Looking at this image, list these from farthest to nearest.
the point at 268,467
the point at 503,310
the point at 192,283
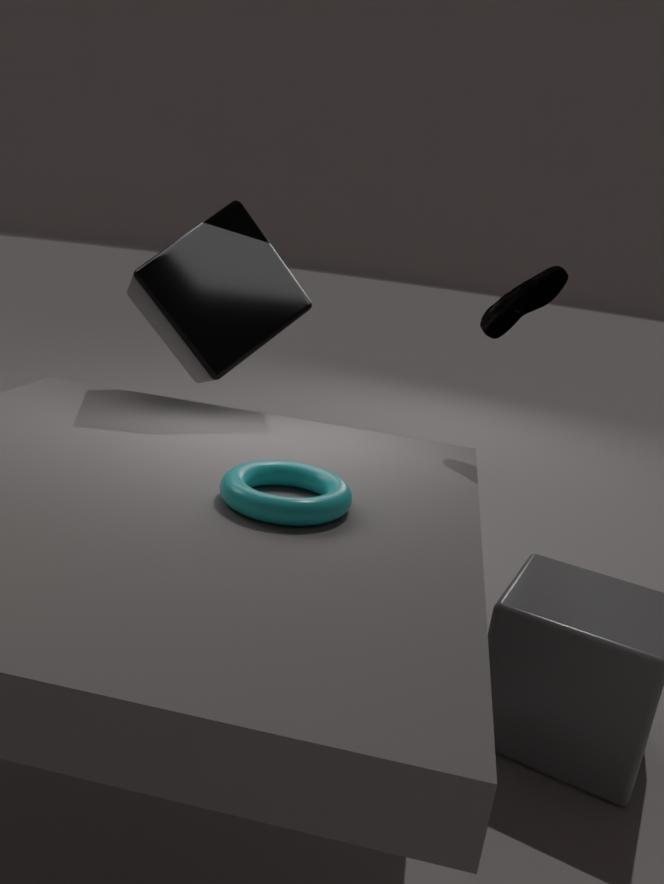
the point at 192,283
the point at 503,310
the point at 268,467
